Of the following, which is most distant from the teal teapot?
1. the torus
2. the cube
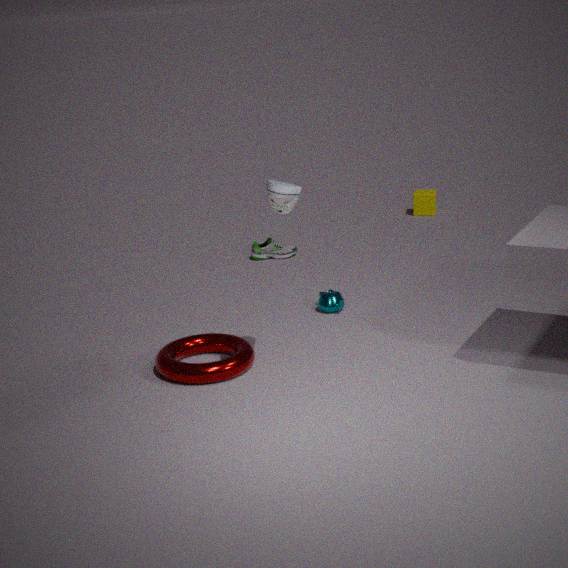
the cube
